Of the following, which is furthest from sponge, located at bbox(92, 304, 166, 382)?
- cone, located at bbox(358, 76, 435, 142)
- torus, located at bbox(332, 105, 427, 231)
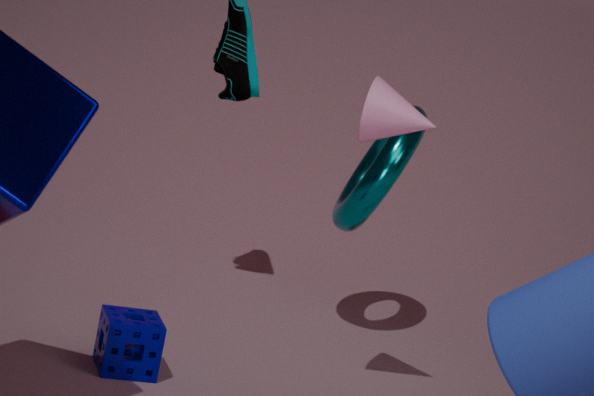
torus, located at bbox(332, 105, 427, 231)
